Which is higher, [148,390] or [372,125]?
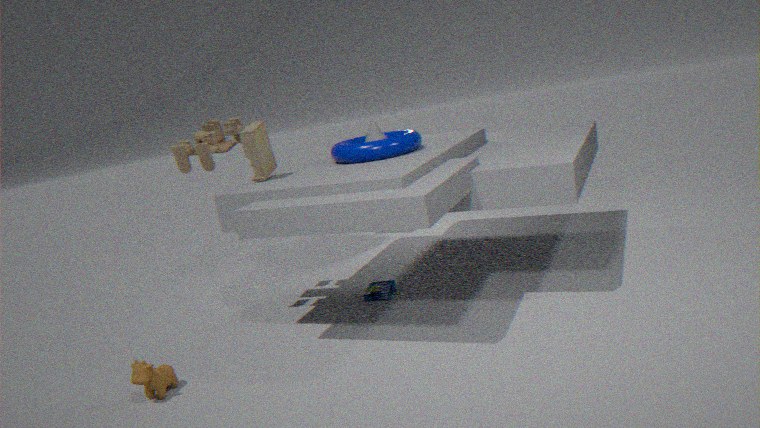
[372,125]
